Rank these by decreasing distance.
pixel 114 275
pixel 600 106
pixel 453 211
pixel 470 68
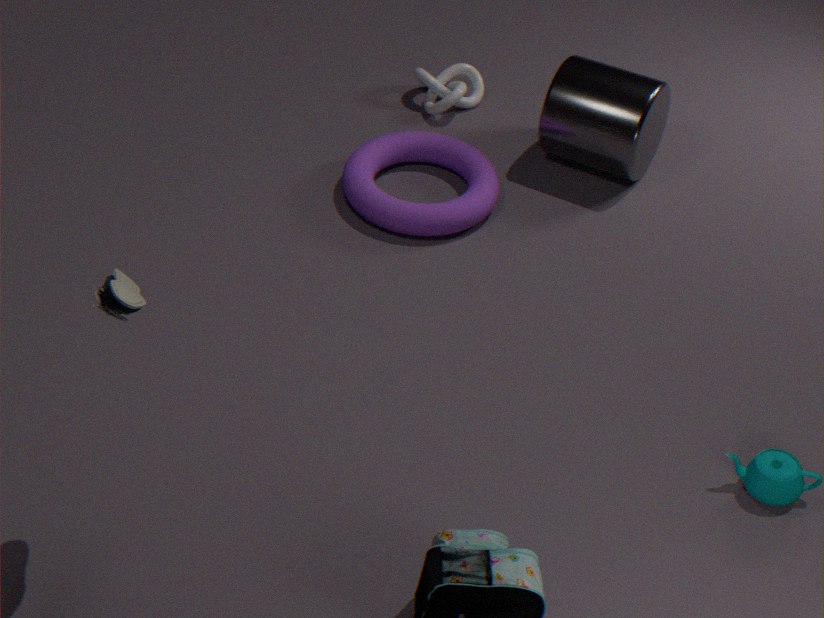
1. pixel 470 68
2. pixel 600 106
3. pixel 453 211
4. pixel 114 275
